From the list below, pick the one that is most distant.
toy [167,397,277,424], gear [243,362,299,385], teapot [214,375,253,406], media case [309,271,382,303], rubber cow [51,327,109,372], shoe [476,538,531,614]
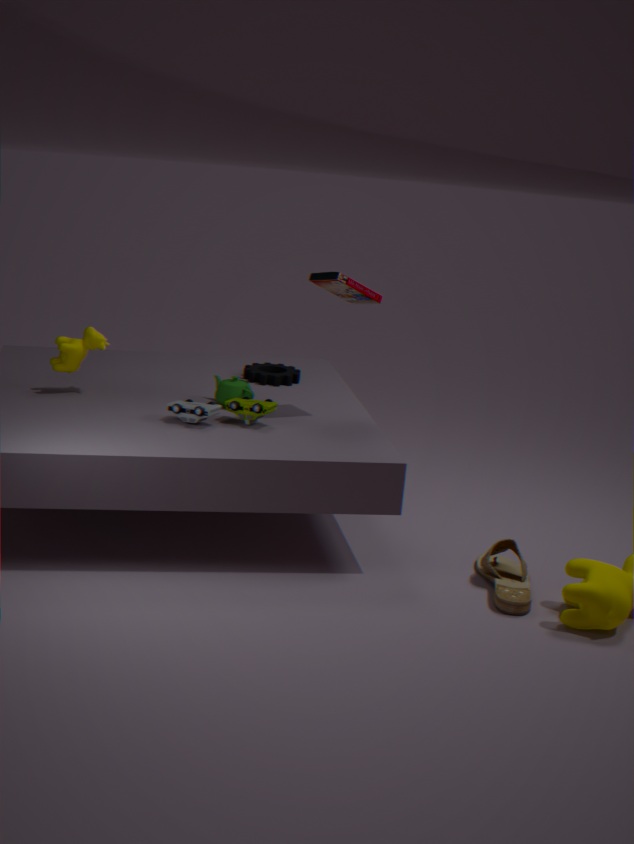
gear [243,362,299,385]
